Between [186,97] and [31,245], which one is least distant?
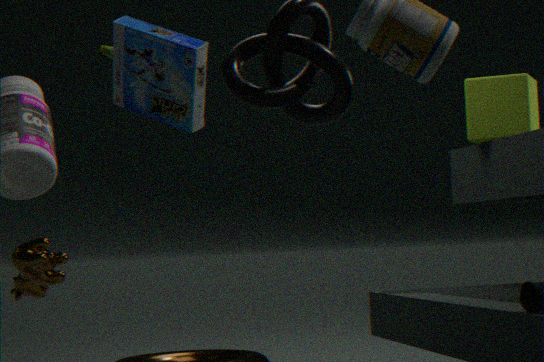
[186,97]
